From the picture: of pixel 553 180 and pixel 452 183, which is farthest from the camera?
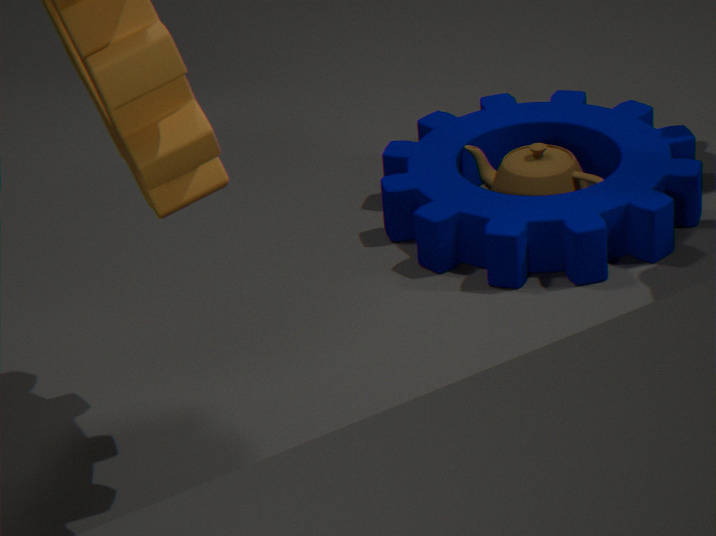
pixel 452 183
